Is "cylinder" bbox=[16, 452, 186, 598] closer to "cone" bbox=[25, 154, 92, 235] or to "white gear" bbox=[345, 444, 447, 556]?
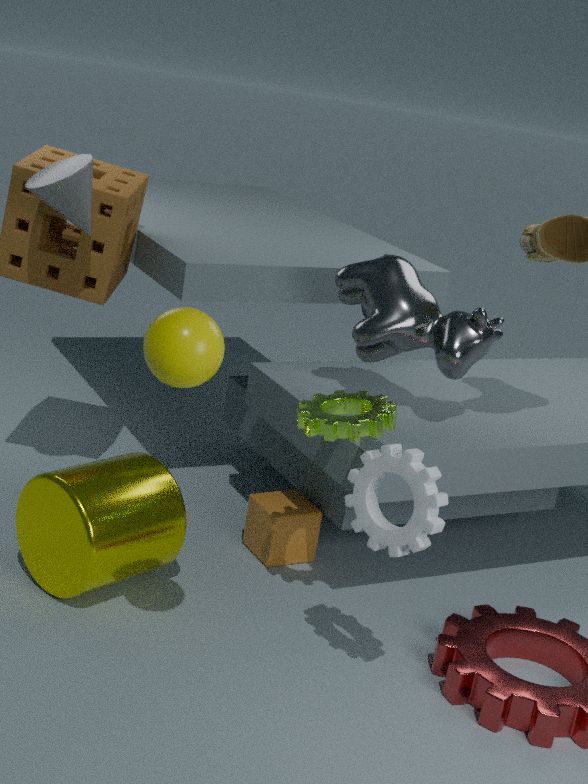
"white gear" bbox=[345, 444, 447, 556]
